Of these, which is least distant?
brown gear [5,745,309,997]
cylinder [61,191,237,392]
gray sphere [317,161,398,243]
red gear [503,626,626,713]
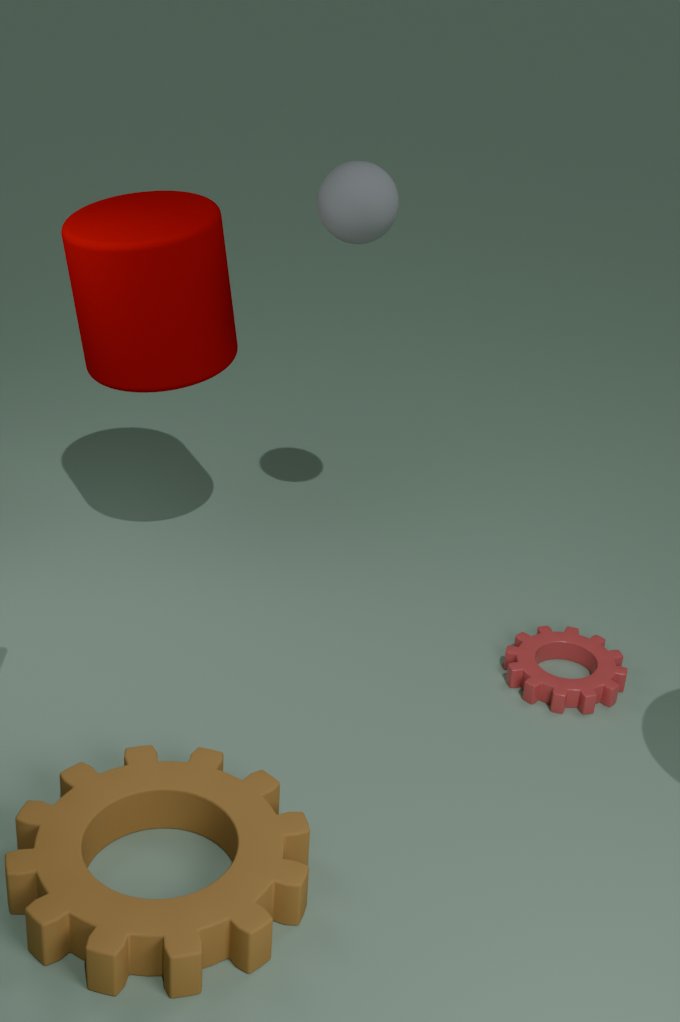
brown gear [5,745,309,997]
